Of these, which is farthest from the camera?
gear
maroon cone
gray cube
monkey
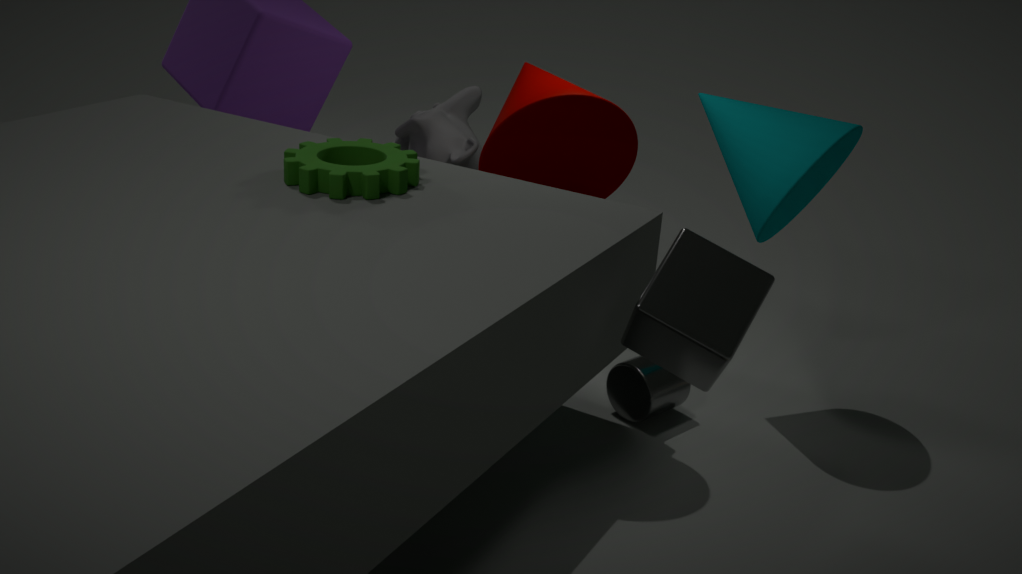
monkey
